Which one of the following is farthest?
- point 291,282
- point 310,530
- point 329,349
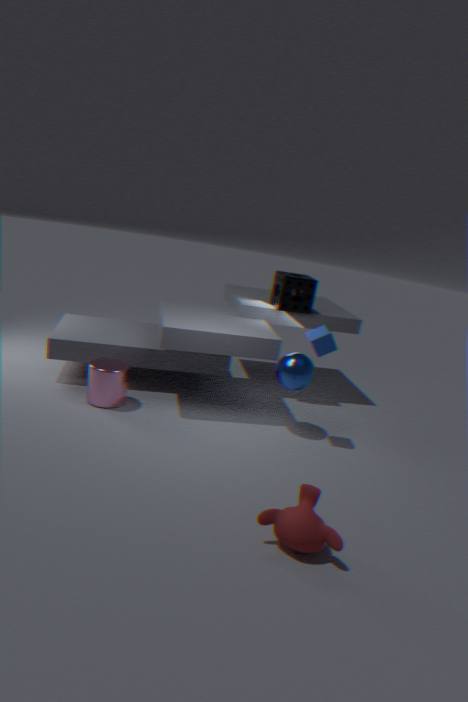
point 291,282
